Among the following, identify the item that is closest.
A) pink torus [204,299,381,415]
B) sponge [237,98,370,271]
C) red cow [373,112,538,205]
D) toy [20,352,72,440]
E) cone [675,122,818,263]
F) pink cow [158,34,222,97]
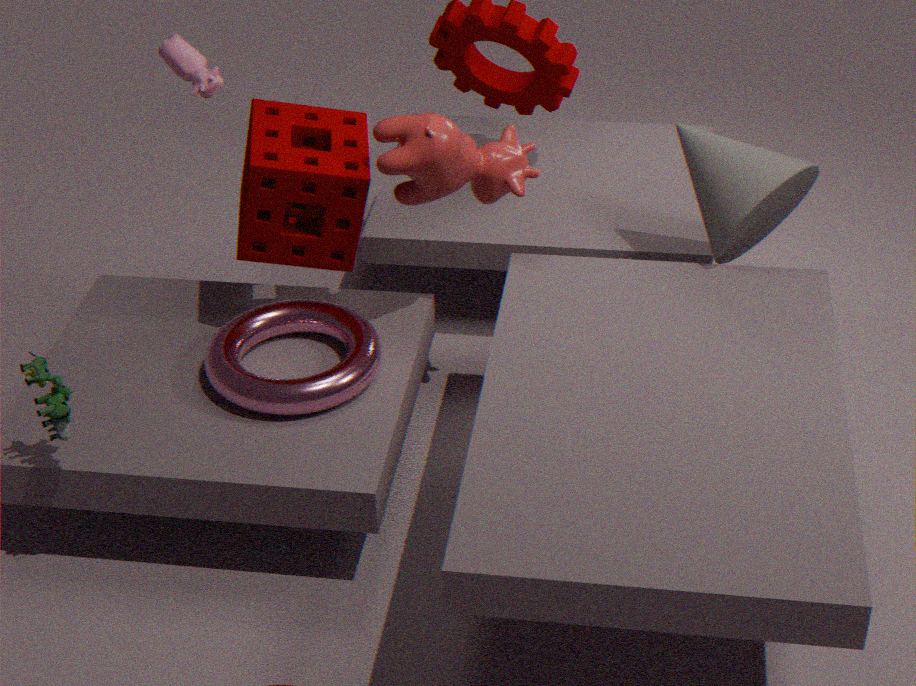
toy [20,352,72,440]
